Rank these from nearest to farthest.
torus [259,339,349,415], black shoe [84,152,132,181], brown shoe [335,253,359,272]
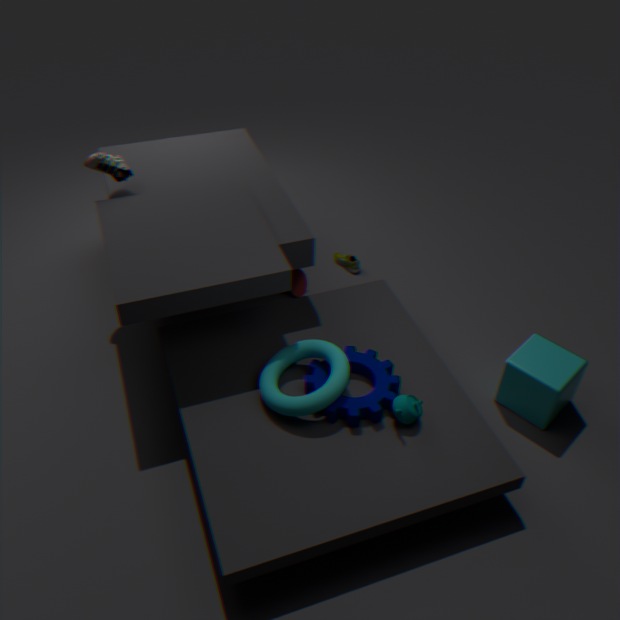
torus [259,339,349,415] → black shoe [84,152,132,181] → brown shoe [335,253,359,272]
